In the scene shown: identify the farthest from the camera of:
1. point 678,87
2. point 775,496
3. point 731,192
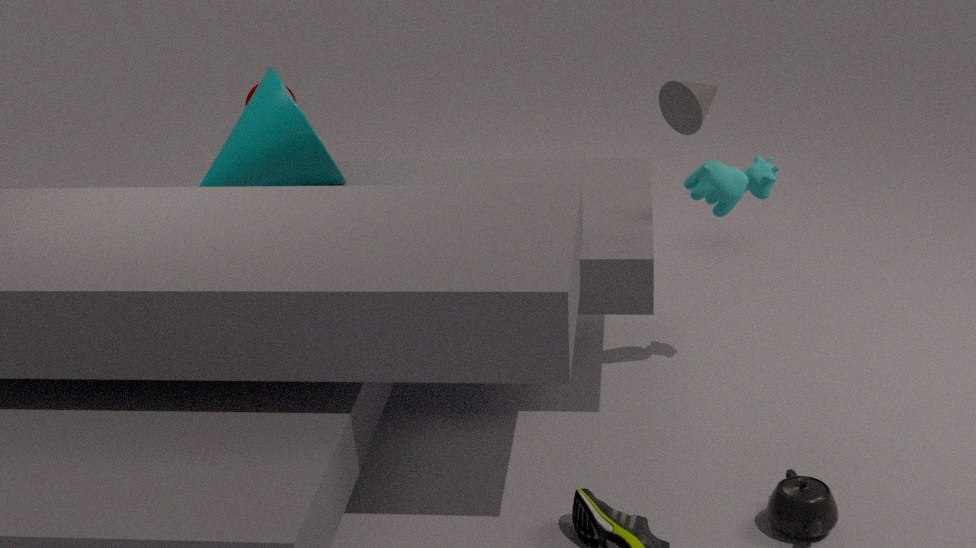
point 678,87
